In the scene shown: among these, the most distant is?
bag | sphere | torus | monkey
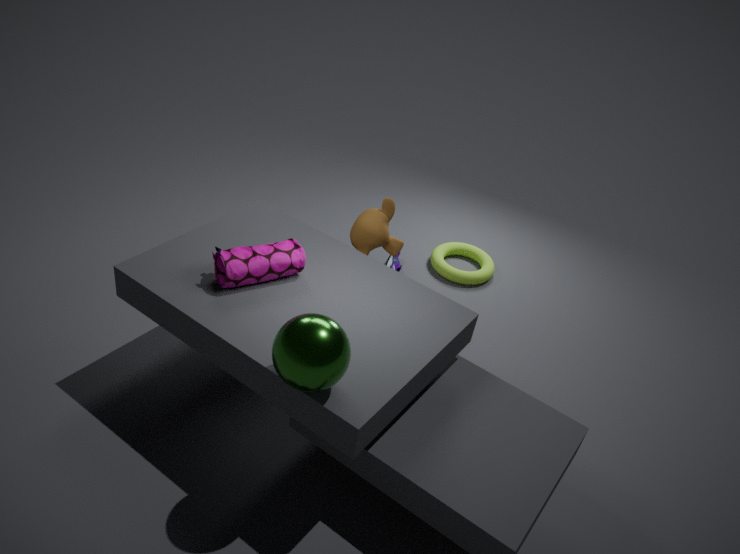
torus
